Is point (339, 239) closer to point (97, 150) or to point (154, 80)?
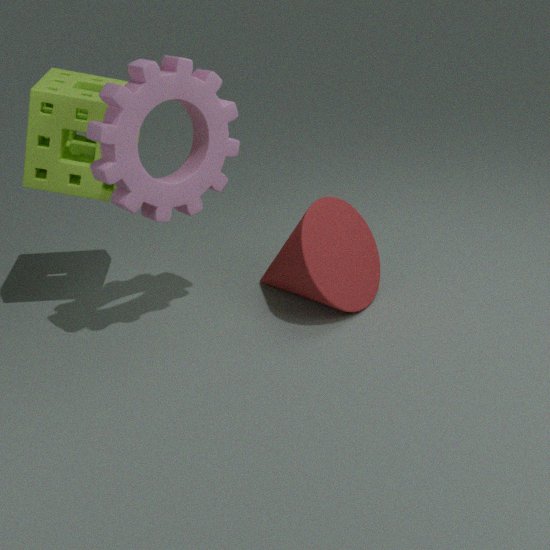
point (154, 80)
